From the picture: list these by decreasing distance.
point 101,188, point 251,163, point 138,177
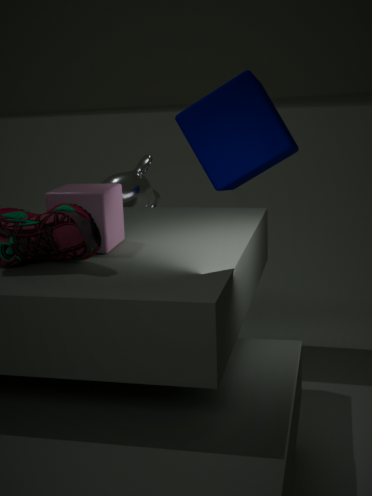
point 138,177, point 251,163, point 101,188
